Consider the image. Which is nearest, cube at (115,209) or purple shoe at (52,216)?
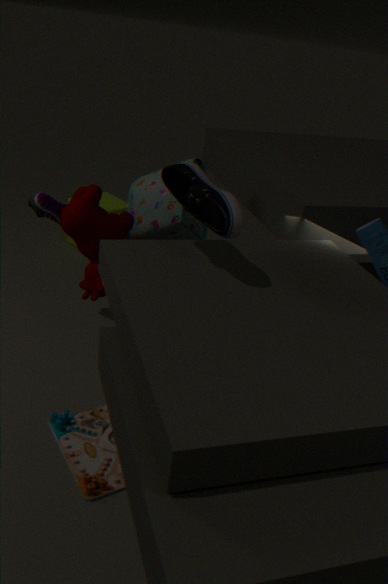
purple shoe at (52,216)
